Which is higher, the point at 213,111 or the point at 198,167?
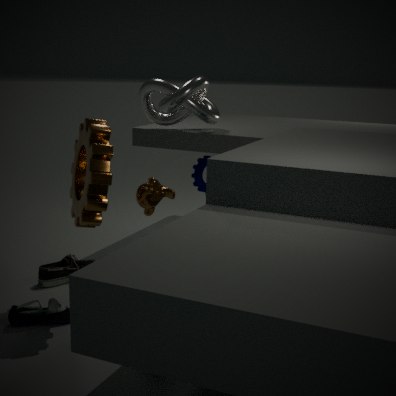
the point at 213,111
